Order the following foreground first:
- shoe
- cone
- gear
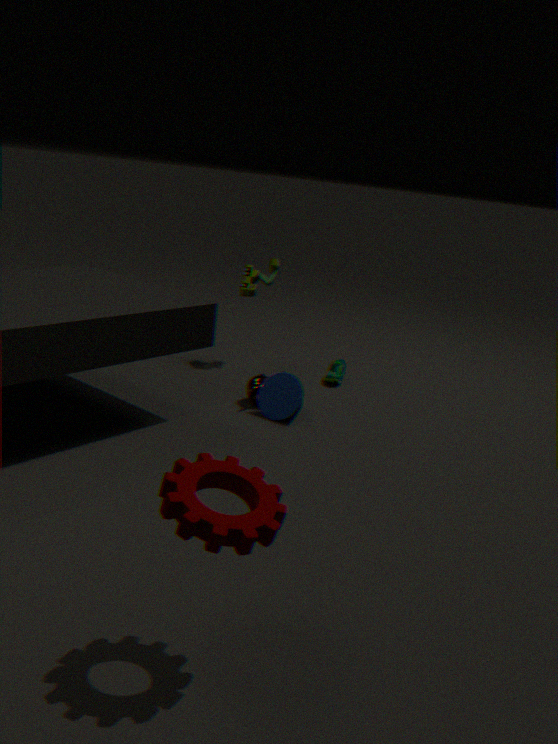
gear, cone, shoe
